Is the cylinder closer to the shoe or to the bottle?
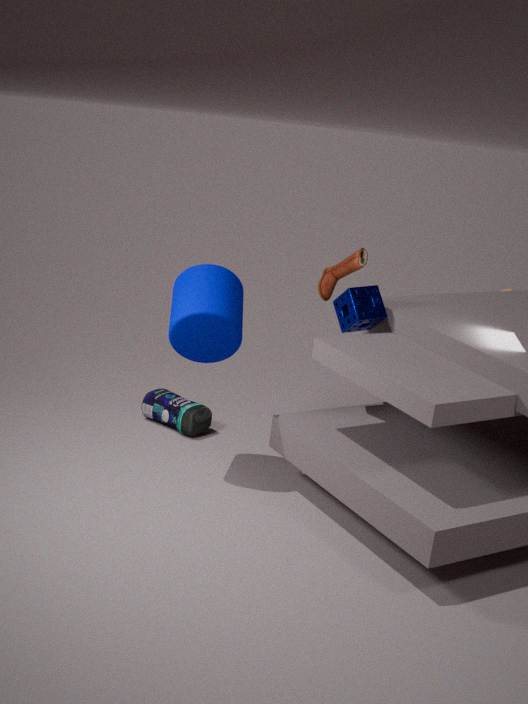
the bottle
